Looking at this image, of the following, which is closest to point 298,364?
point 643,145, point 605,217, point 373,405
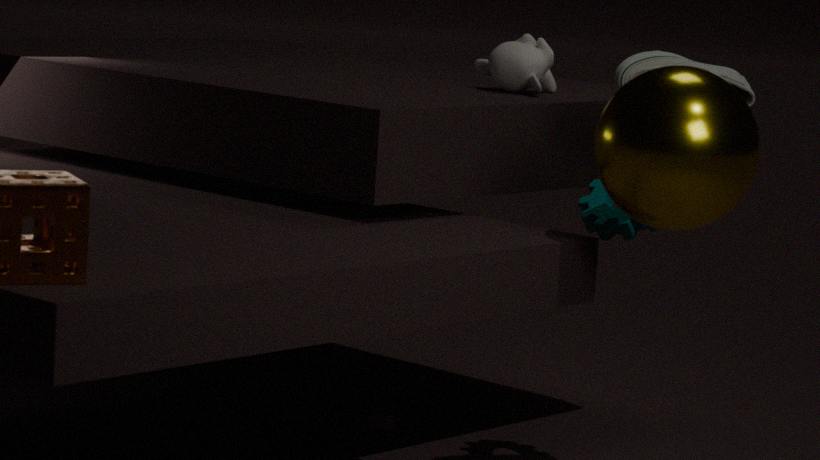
point 373,405
